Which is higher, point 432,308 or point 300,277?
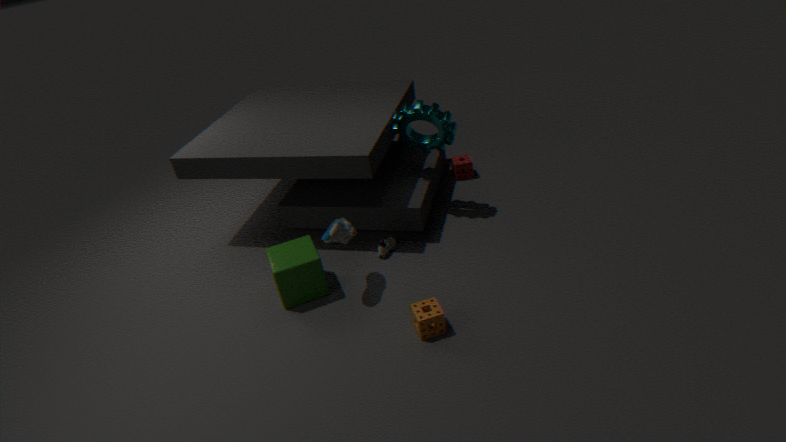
point 300,277
